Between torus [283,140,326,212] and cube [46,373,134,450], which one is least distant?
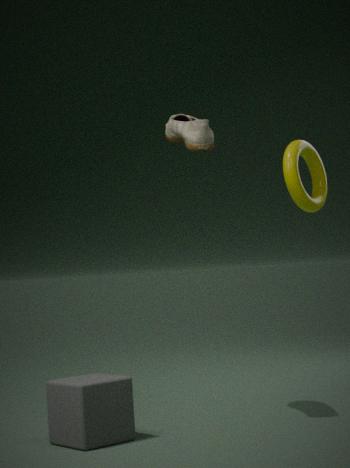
cube [46,373,134,450]
